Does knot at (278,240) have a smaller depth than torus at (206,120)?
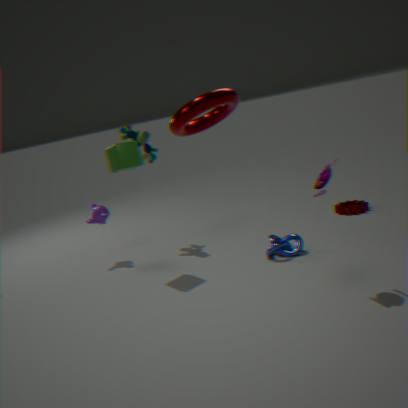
No
